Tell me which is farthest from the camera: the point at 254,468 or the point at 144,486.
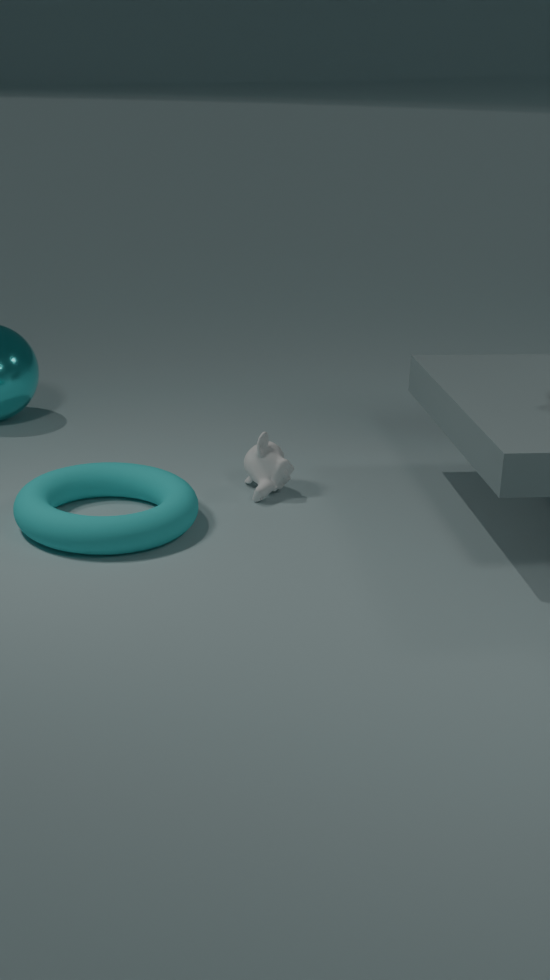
the point at 254,468
